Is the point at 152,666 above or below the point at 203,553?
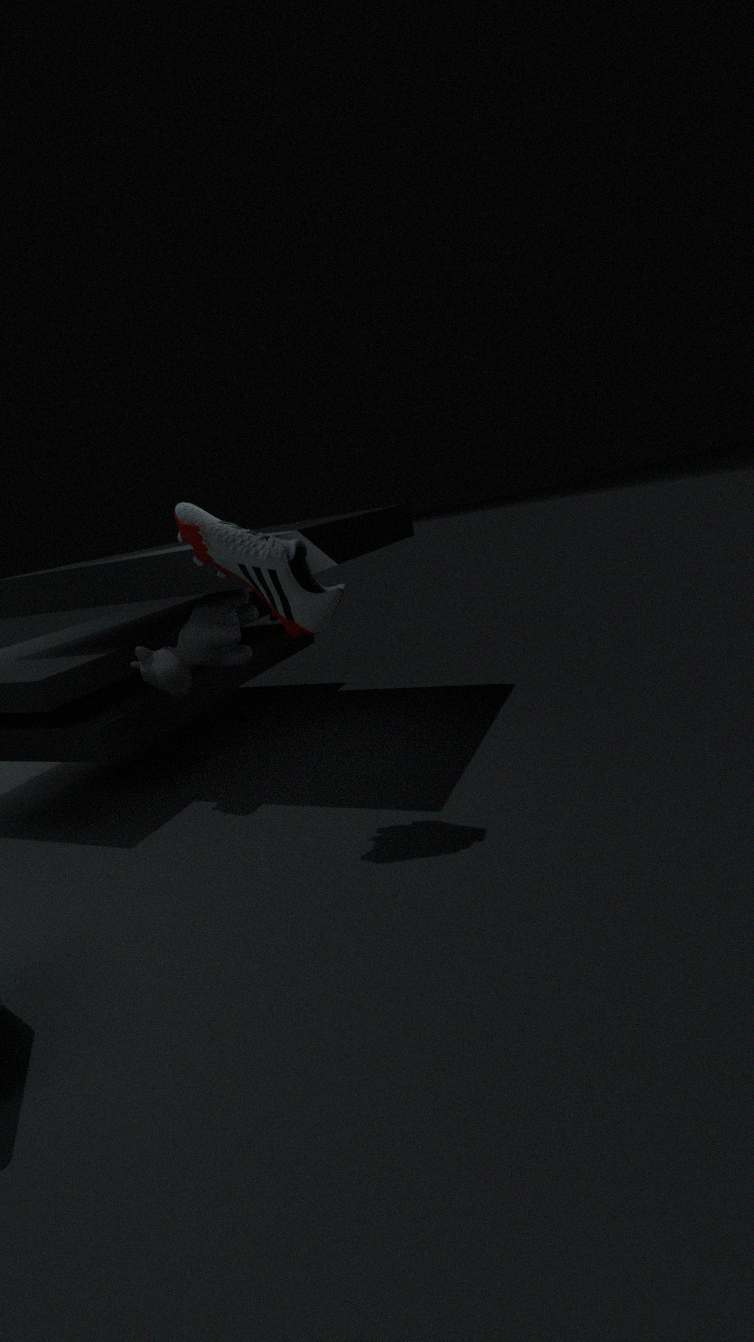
below
